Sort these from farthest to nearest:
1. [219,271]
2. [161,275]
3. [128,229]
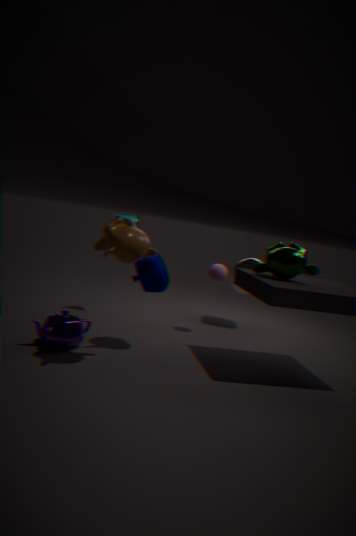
[219,271], [161,275], [128,229]
